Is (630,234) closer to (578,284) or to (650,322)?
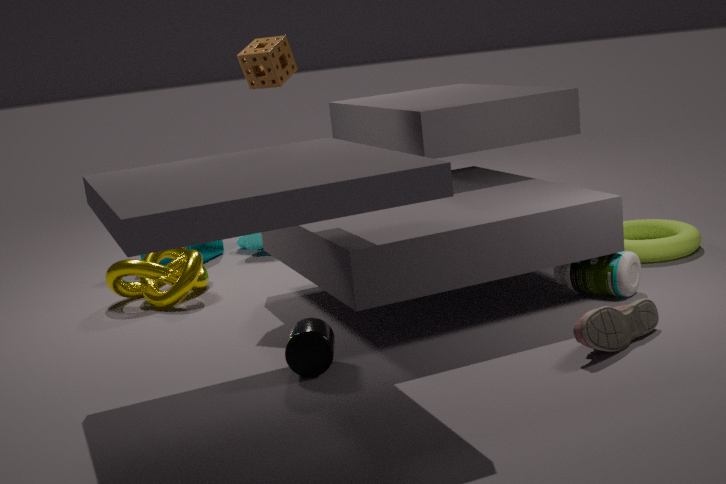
(578,284)
